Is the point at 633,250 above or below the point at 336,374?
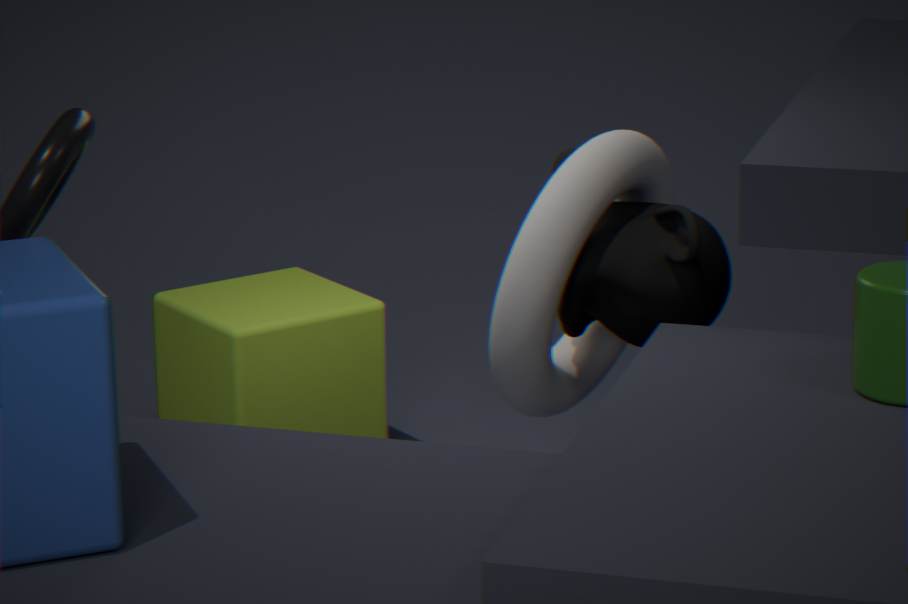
above
